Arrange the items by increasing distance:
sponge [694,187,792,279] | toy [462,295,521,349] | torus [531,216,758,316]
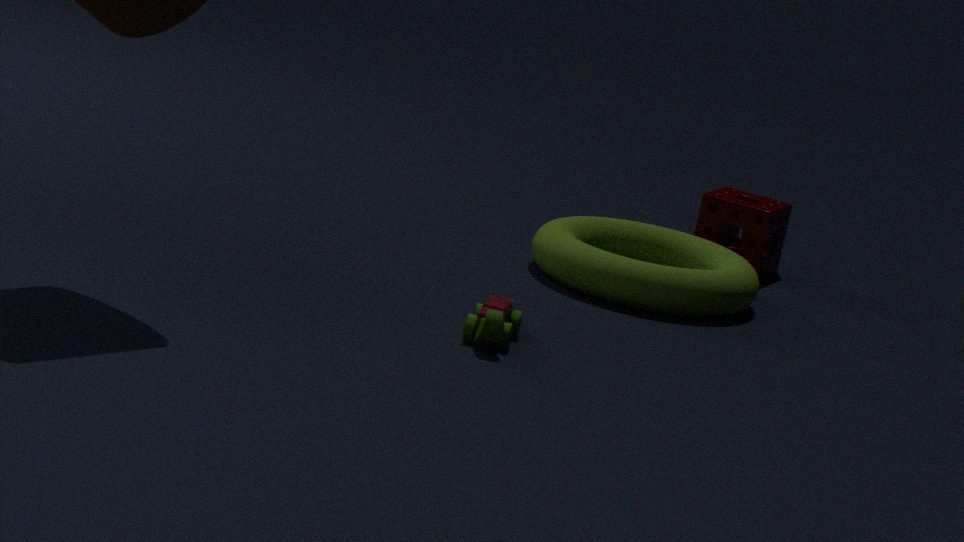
1. toy [462,295,521,349]
2. torus [531,216,758,316]
3. sponge [694,187,792,279]
